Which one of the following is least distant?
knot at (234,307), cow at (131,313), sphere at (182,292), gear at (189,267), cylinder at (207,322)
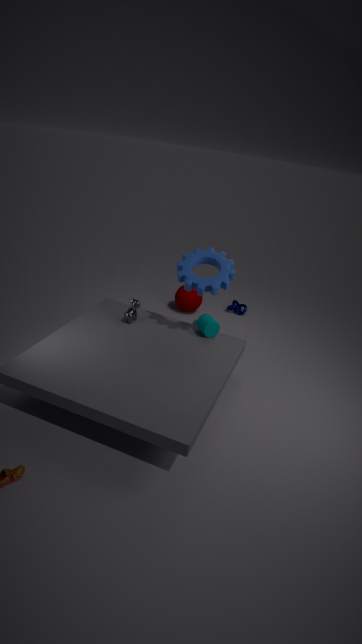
gear at (189,267)
